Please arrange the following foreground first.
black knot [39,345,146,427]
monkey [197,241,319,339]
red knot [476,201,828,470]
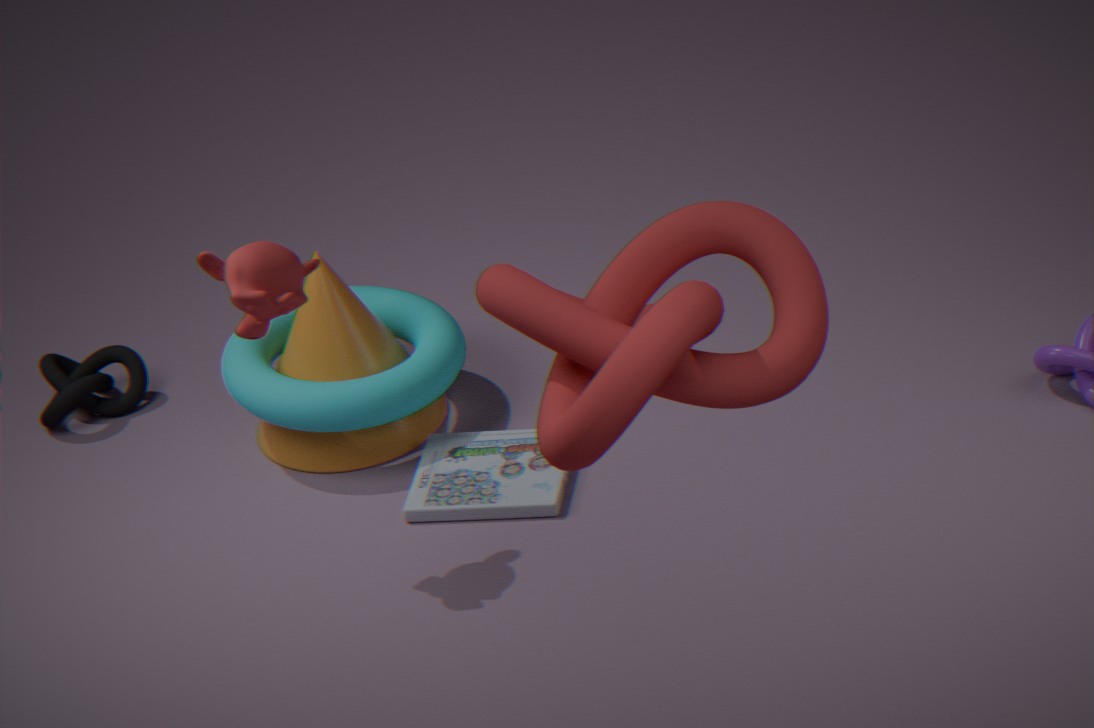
red knot [476,201,828,470]
monkey [197,241,319,339]
black knot [39,345,146,427]
